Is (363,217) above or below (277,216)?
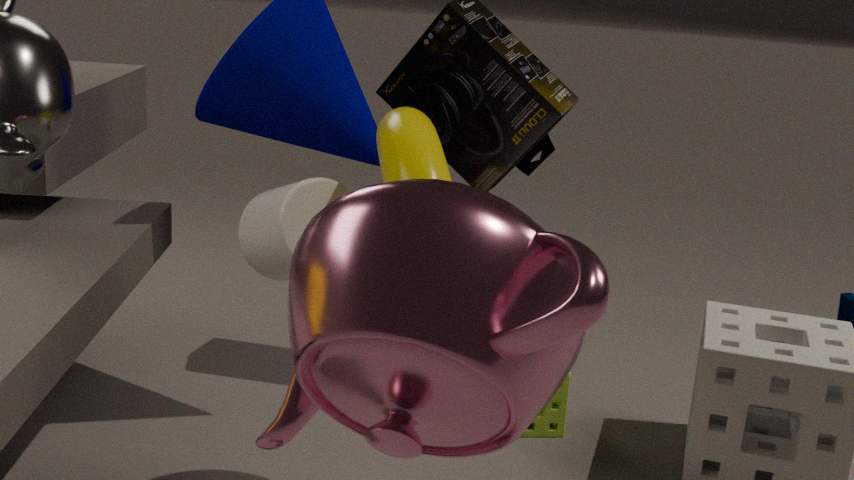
above
